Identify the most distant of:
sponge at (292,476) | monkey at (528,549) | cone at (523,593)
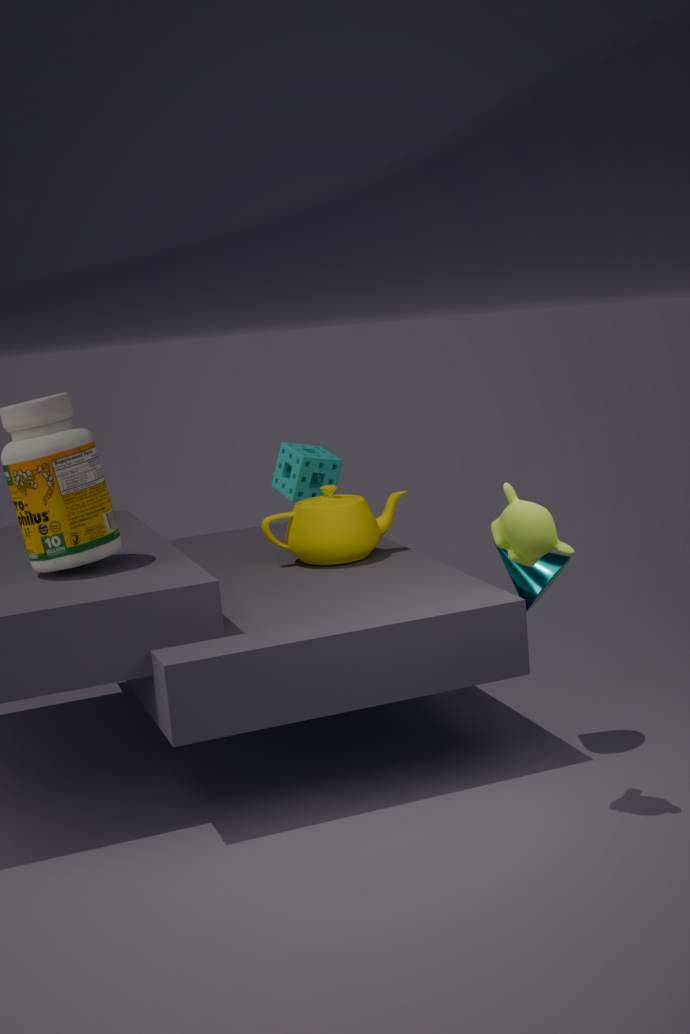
sponge at (292,476)
